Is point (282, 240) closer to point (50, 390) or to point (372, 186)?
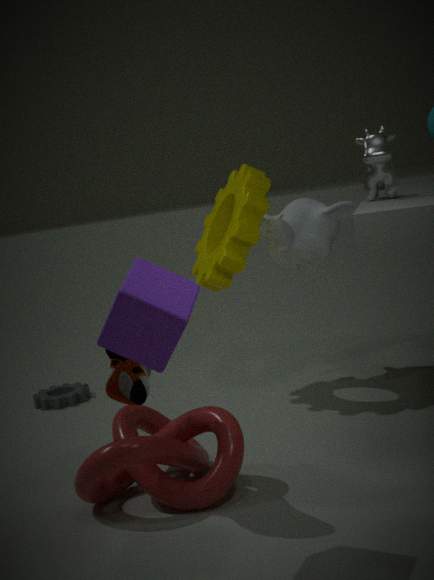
point (372, 186)
